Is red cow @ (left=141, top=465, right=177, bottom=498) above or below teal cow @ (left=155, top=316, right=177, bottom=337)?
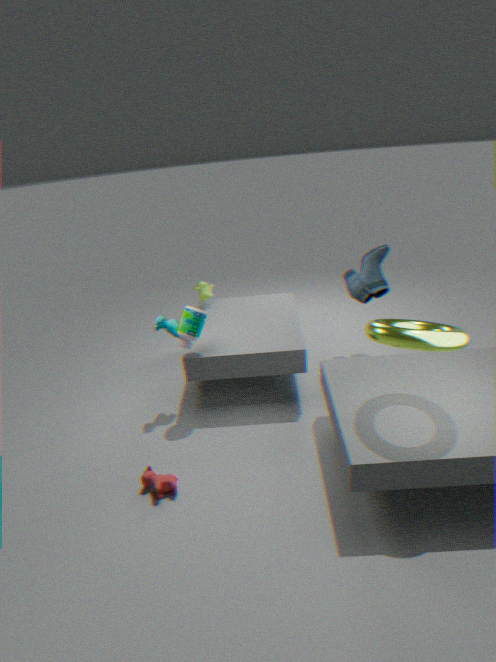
below
